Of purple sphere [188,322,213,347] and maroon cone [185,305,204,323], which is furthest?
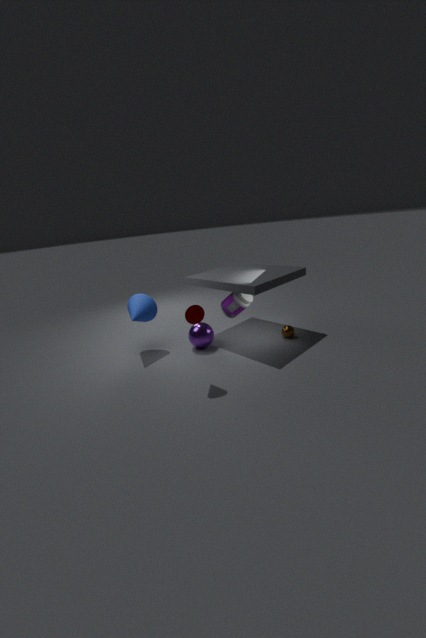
purple sphere [188,322,213,347]
